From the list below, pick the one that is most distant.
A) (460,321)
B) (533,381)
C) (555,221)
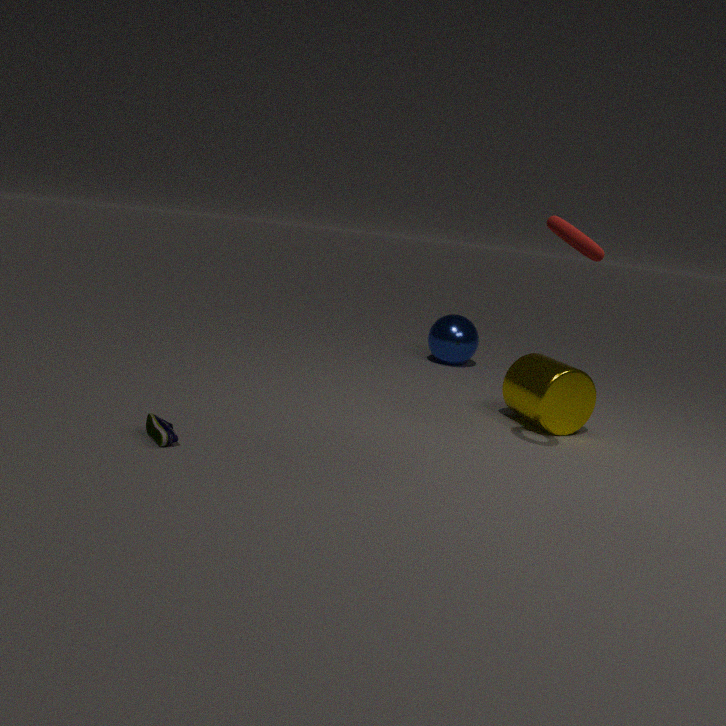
(460,321)
